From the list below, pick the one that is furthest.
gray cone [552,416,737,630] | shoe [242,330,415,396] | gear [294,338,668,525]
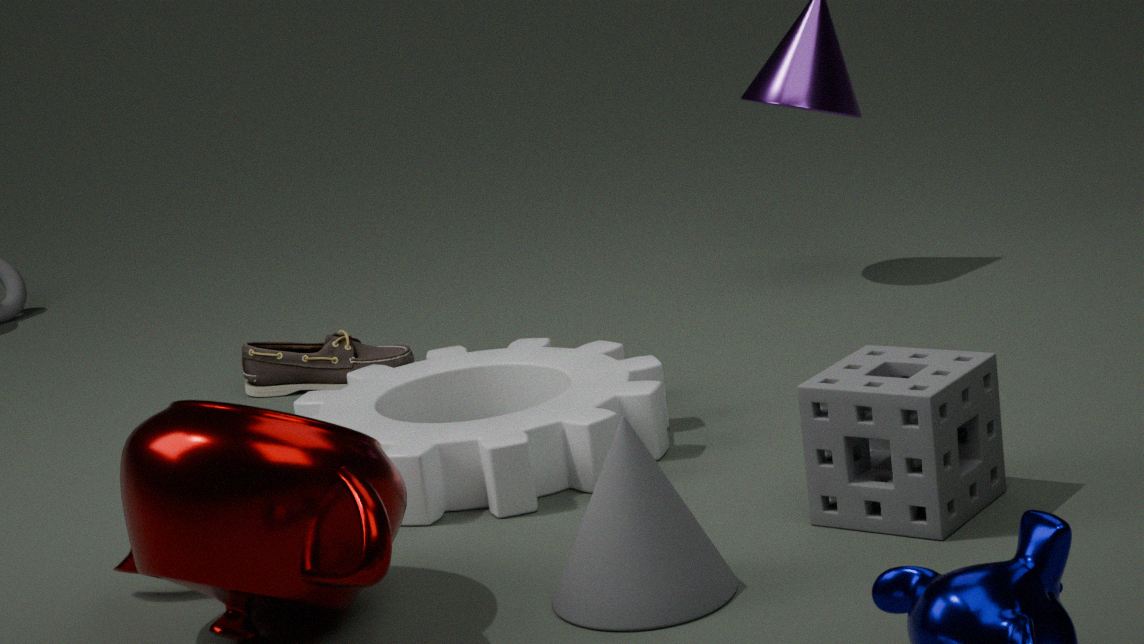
shoe [242,330,415,396]
